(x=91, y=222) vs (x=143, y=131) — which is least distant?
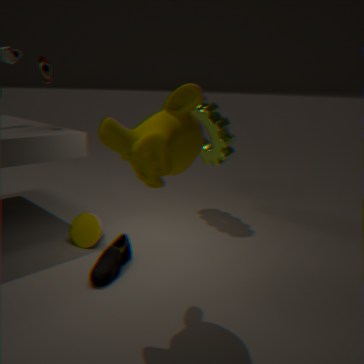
(x=143, y=131)
